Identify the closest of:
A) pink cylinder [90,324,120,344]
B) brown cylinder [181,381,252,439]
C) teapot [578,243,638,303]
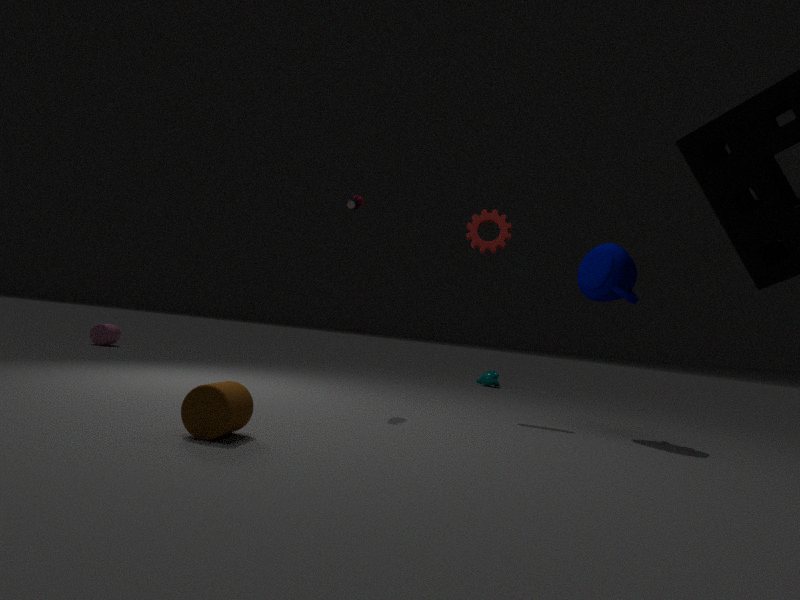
brown cylinder [181,381,252,439]
